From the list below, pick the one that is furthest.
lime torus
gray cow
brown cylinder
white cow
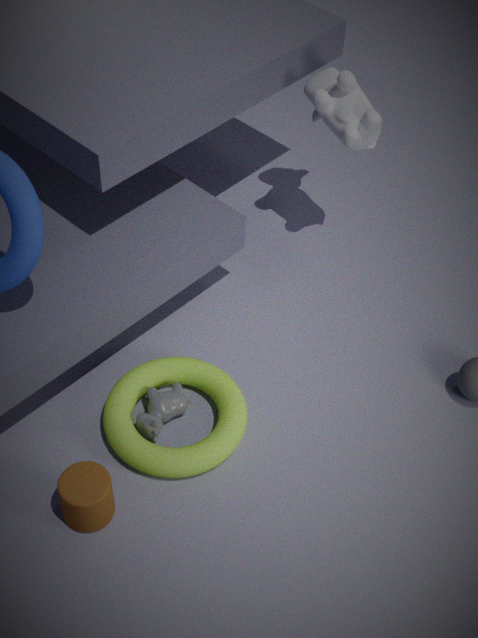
white cow
